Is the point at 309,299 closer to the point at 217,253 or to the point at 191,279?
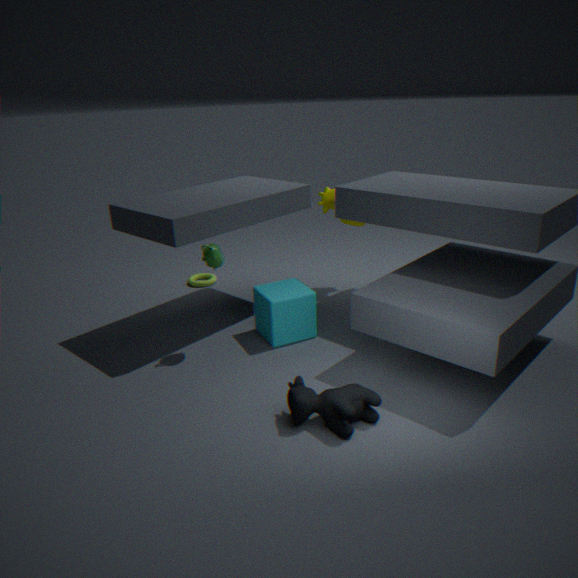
the point at 217,253
